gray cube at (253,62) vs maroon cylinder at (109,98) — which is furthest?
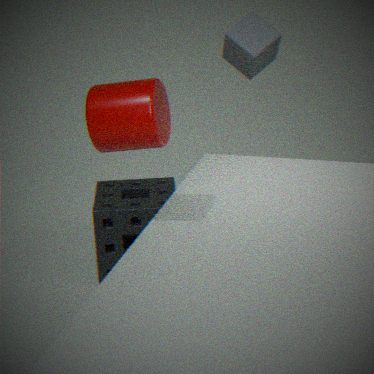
gray cube at (253,62)
